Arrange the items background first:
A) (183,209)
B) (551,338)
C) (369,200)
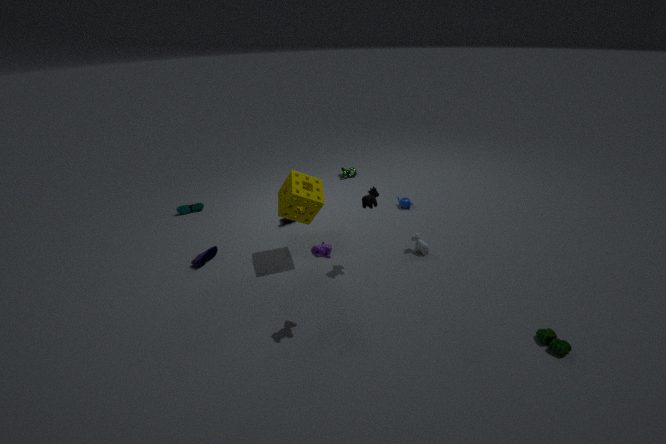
1. (183,209)
2. (369,200)
3. (551,338)
